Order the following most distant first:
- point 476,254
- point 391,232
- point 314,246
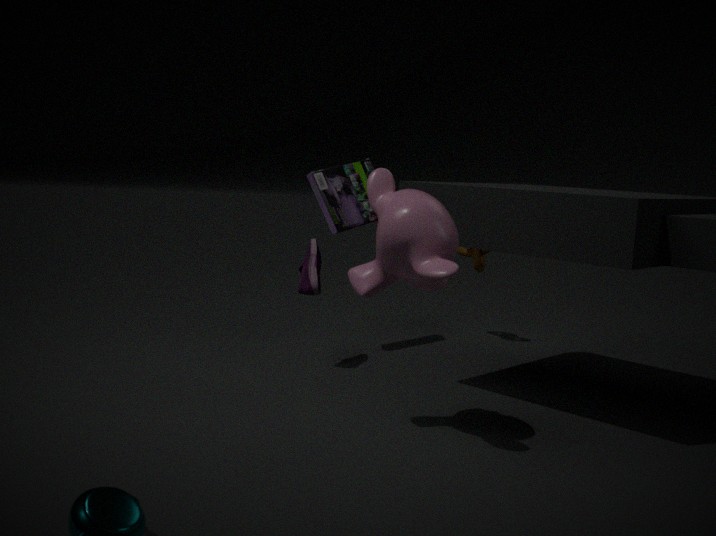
point 476,254 → point 314,246 → point 391,232
